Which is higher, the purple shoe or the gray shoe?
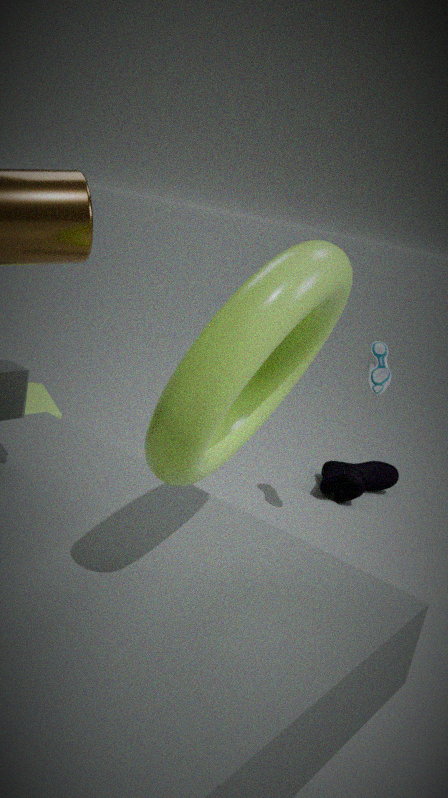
the gray shoe
